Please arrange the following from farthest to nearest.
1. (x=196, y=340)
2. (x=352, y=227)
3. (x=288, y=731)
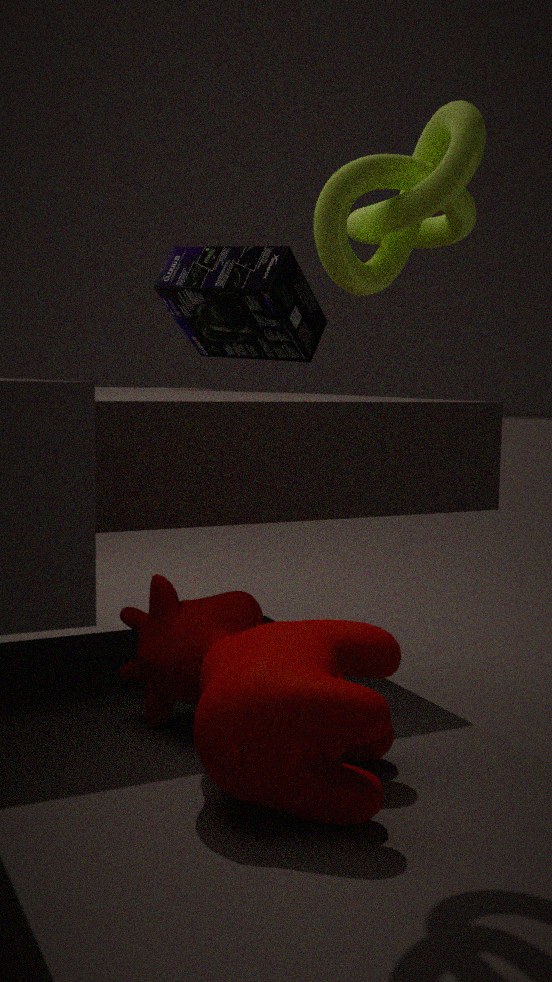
(x=196, y=340), (x=352, y=227), (x=288, y=731)
